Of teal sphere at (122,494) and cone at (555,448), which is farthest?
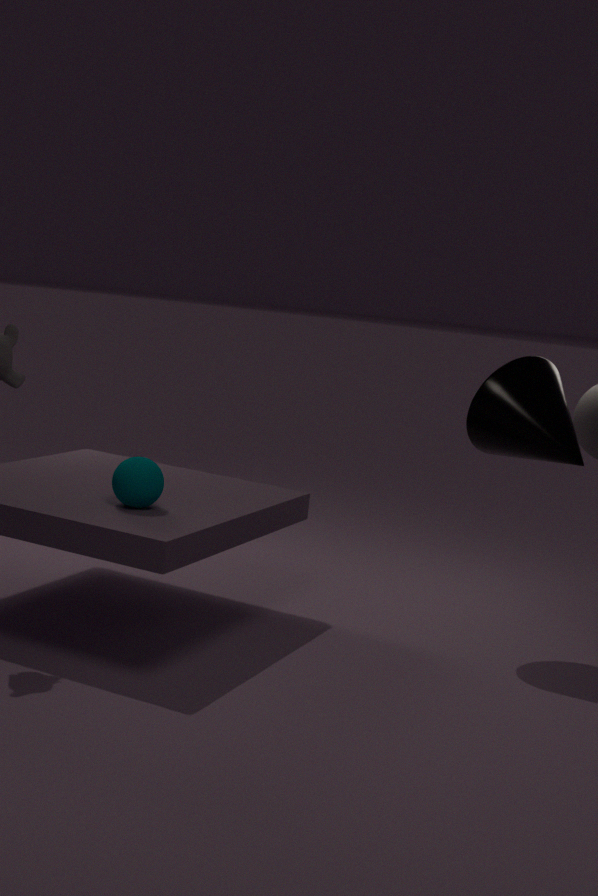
cone at (555,448)
